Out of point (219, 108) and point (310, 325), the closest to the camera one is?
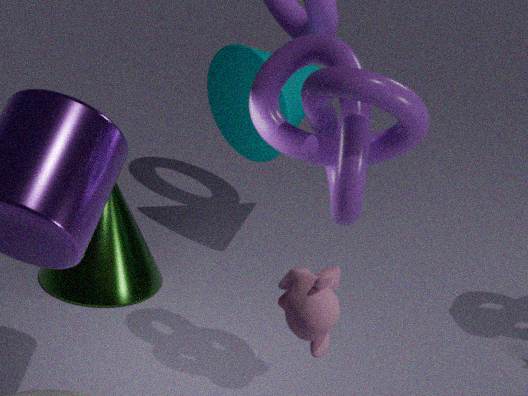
point (310, 325)
